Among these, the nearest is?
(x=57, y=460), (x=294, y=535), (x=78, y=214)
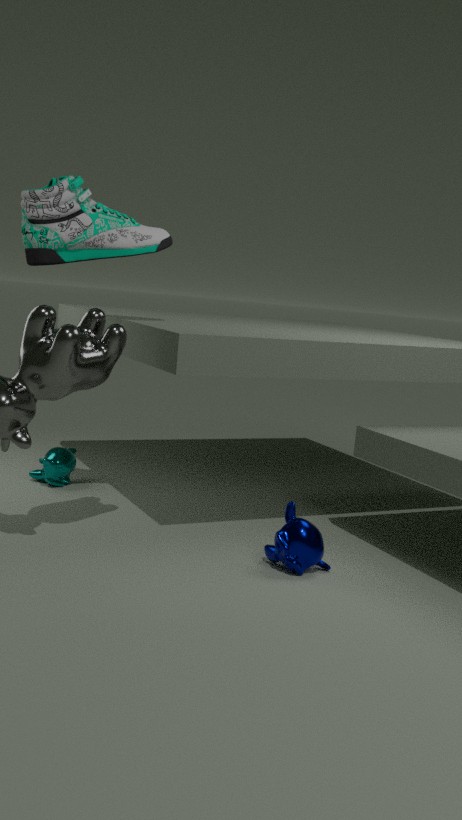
(x=294, y=535)
